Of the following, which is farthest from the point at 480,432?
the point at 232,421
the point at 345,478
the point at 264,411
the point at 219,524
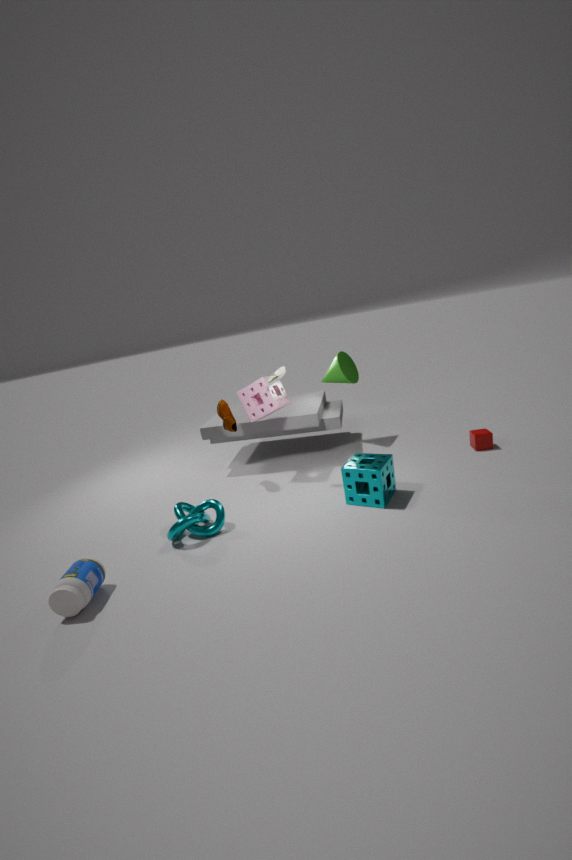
the point at 219,524
